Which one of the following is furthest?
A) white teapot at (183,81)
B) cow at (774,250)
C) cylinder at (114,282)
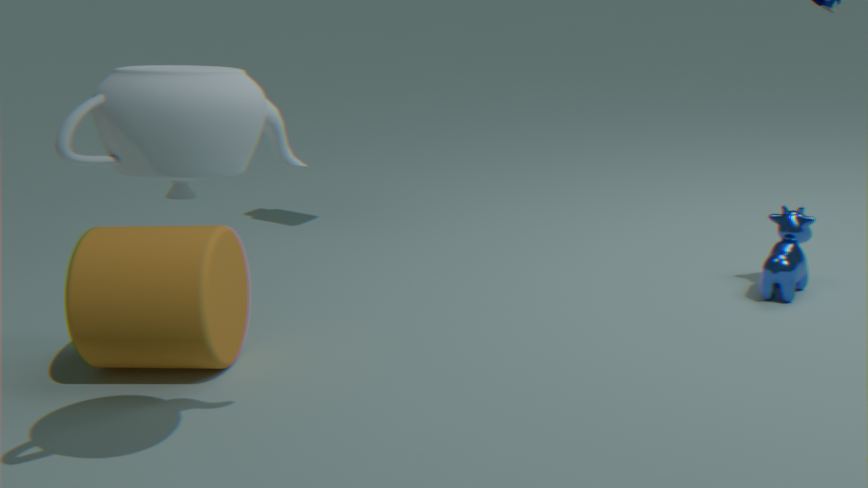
cow at (774,250)
